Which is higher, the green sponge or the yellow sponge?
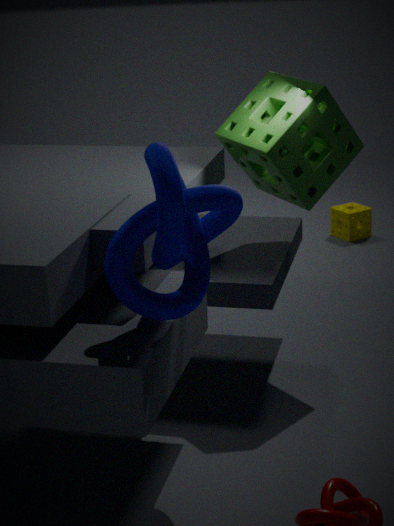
the green sponge
